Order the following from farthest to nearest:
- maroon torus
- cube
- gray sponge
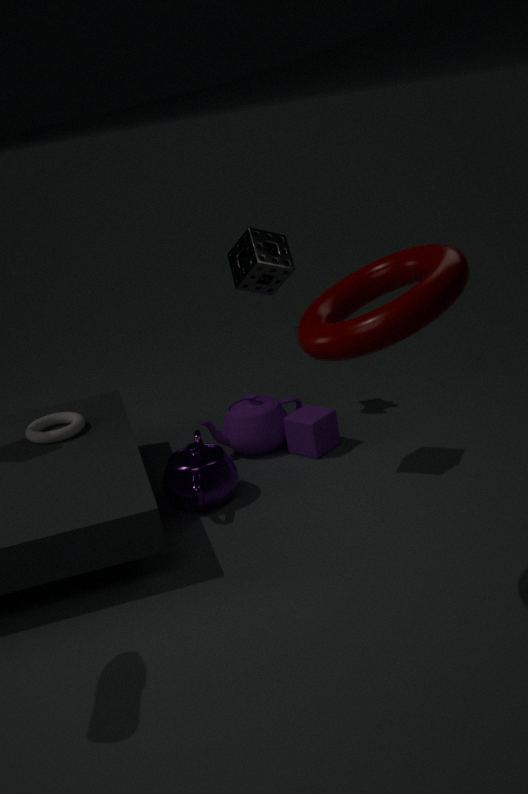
cube → gray sponge → maroon torus
